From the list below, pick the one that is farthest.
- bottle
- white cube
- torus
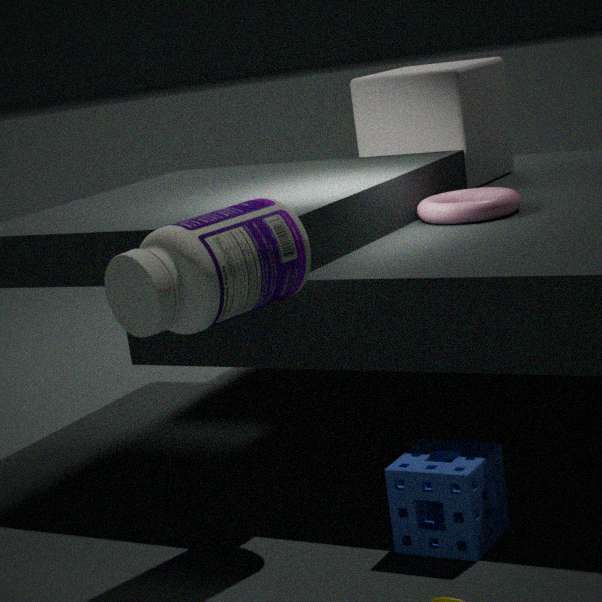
white cube
